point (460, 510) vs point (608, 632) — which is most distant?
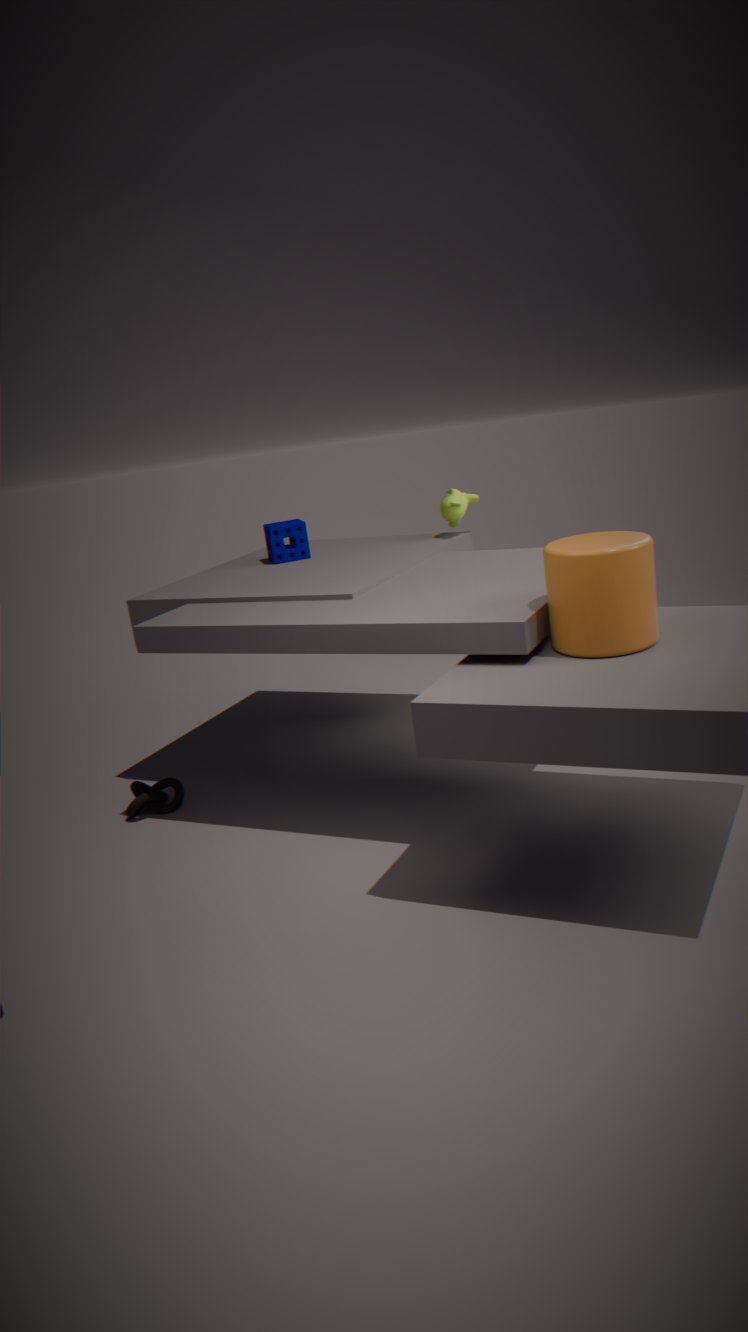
point (460, 510)
